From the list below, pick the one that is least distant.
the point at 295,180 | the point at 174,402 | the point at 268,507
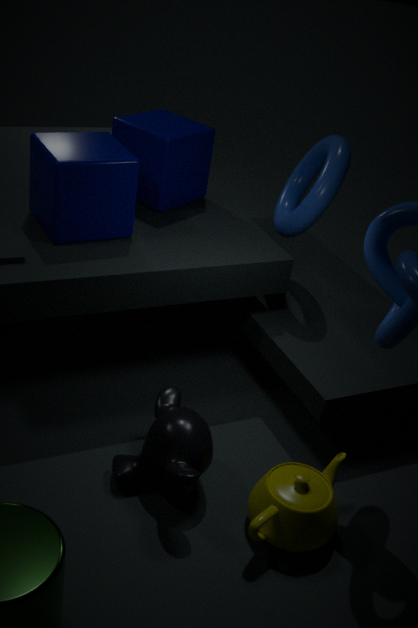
the point at 268,507
